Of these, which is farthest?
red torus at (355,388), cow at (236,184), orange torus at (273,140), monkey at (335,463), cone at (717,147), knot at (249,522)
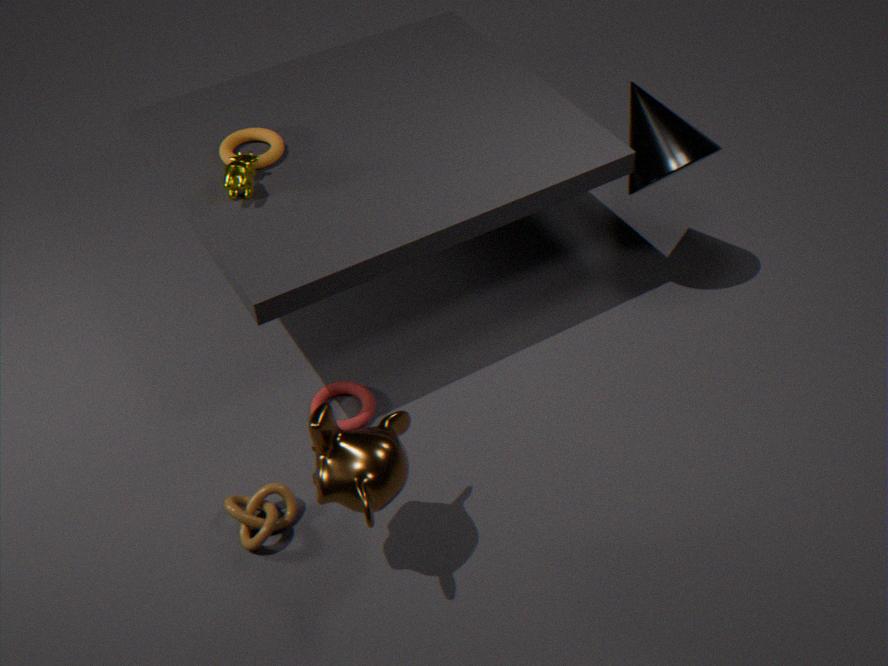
cone at (717,147)
